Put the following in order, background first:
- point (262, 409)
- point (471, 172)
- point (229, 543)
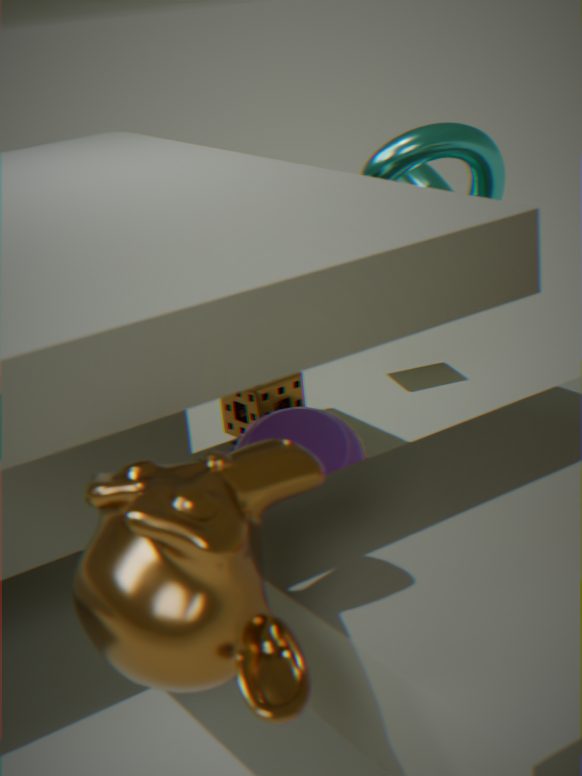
point (262, 409) → point (471, 172) → point (229, 543)
